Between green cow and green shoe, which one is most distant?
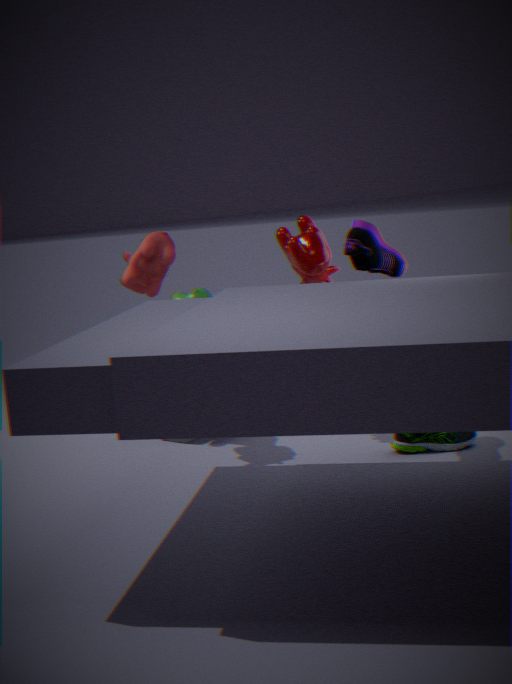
green cow
